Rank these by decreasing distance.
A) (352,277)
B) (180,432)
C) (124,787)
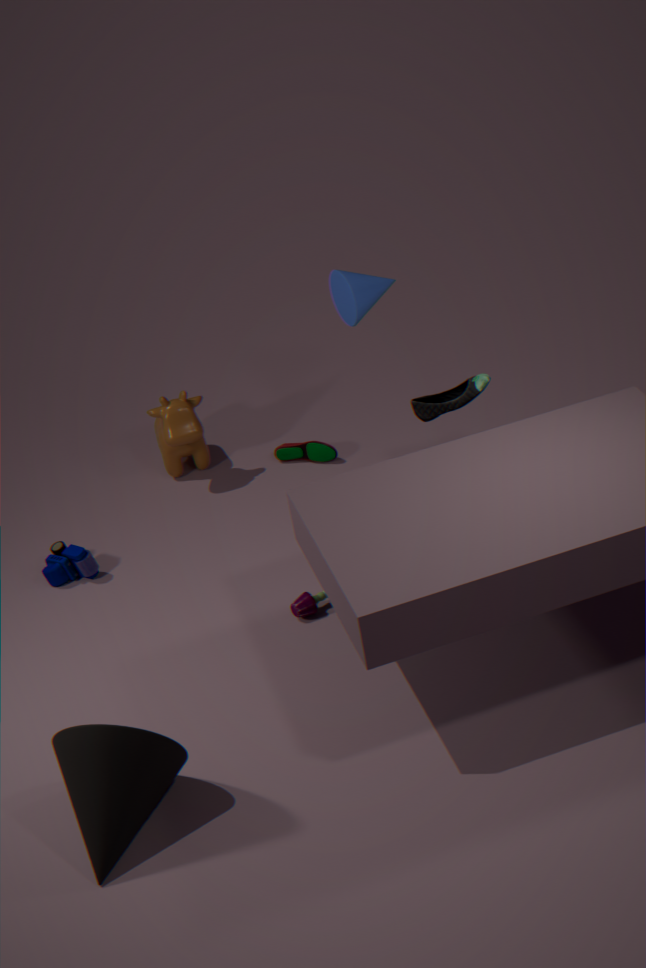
(180,432) < (352,277) < (124,787)
